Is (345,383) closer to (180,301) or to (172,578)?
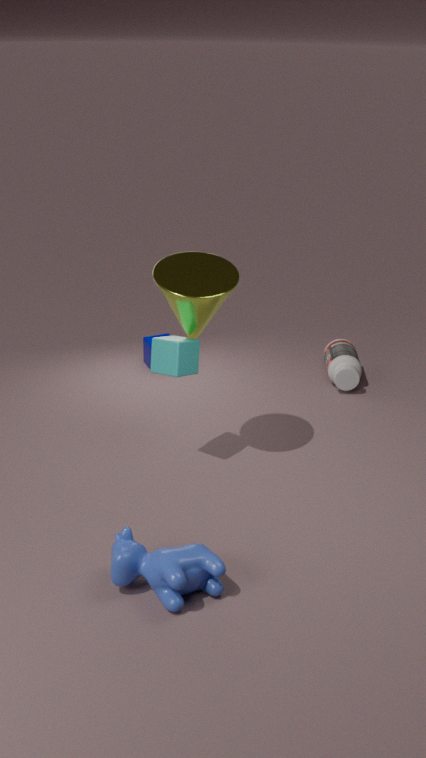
(180,301)
